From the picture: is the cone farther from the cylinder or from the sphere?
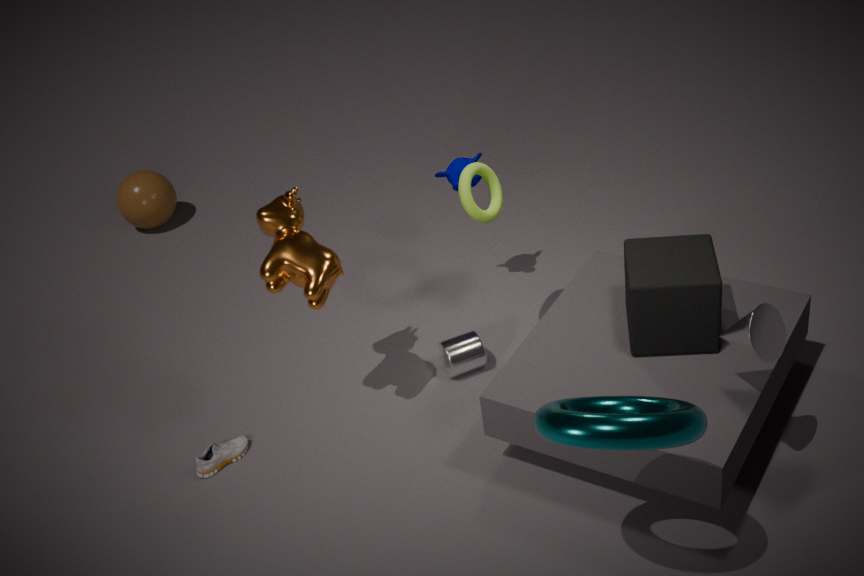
the sphere
